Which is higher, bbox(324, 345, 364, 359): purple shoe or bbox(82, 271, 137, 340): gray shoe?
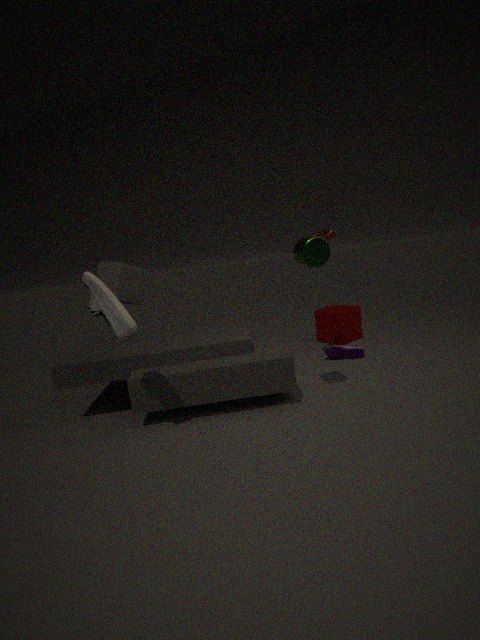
bbox(82, 271, 137, 340): gray shoe
